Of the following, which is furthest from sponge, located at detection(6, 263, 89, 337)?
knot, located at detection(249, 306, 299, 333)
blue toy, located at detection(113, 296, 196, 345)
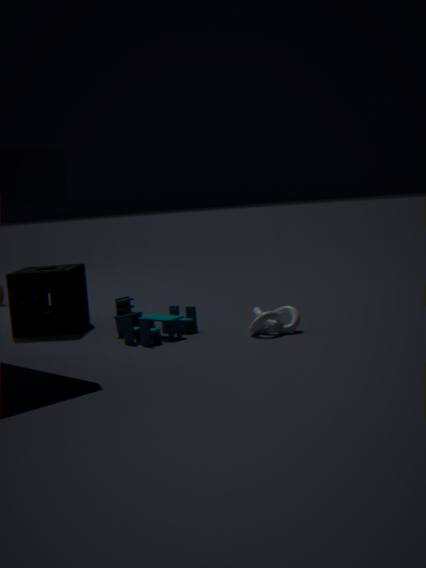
knot, located at detection(249, 306, 299, 333)
